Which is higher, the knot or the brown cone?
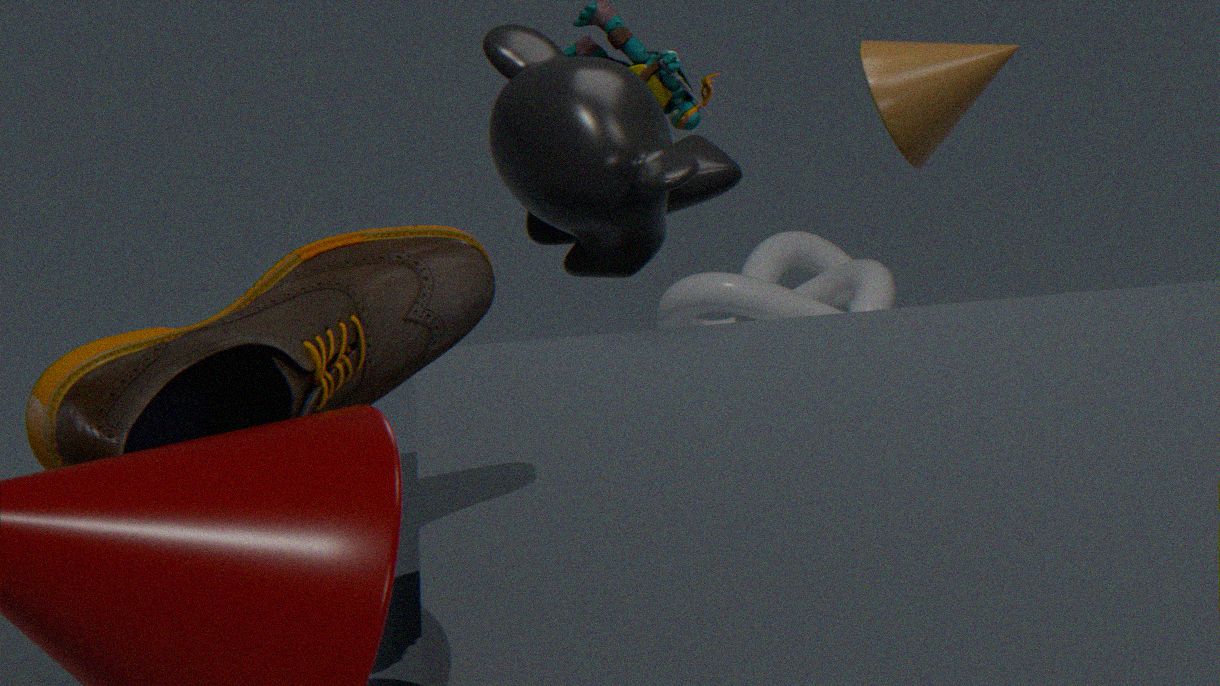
the brown cone
